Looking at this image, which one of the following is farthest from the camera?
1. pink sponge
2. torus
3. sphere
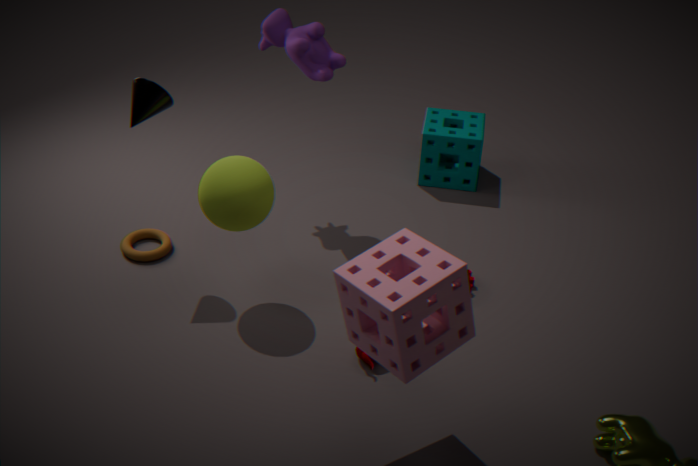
torus
